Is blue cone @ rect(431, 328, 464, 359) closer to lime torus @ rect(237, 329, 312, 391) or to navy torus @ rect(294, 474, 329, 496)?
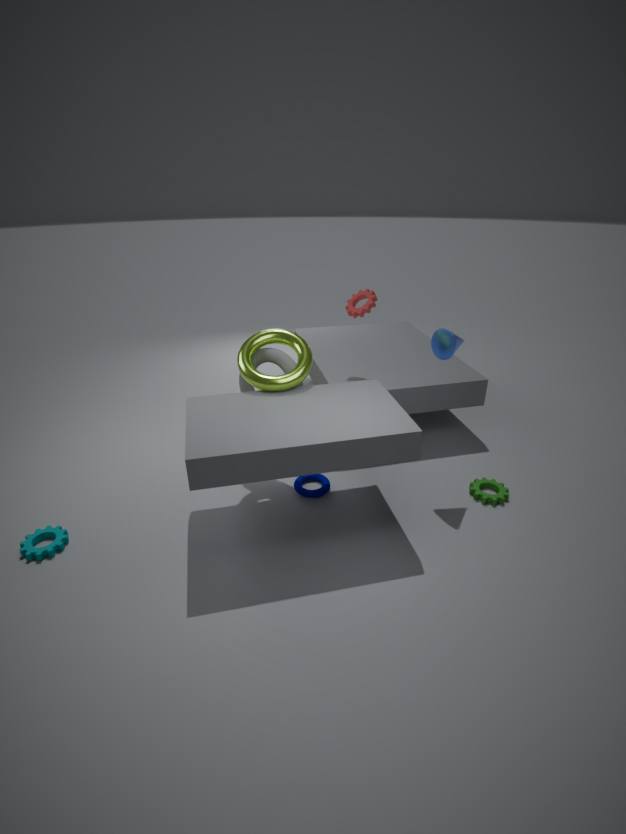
lime torus @ rect(237, 329, 312, 391)
